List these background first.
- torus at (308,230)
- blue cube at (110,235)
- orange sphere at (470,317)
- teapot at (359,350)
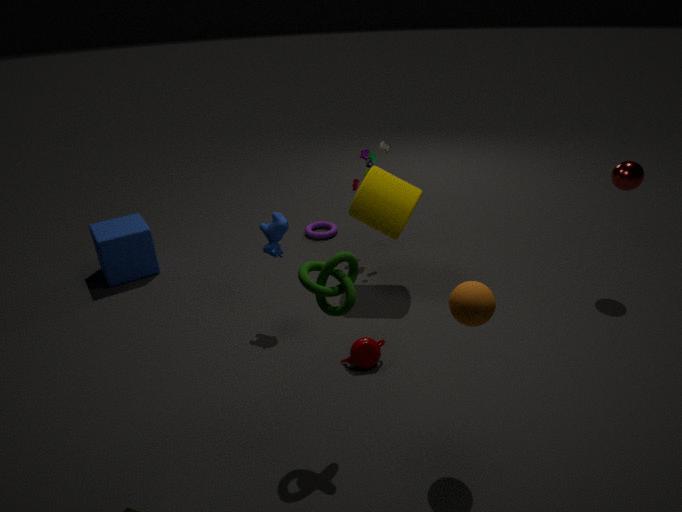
torus at (308,230), blue cube at (110,235), teapot at (359,350), orange sphere at (470,317)
